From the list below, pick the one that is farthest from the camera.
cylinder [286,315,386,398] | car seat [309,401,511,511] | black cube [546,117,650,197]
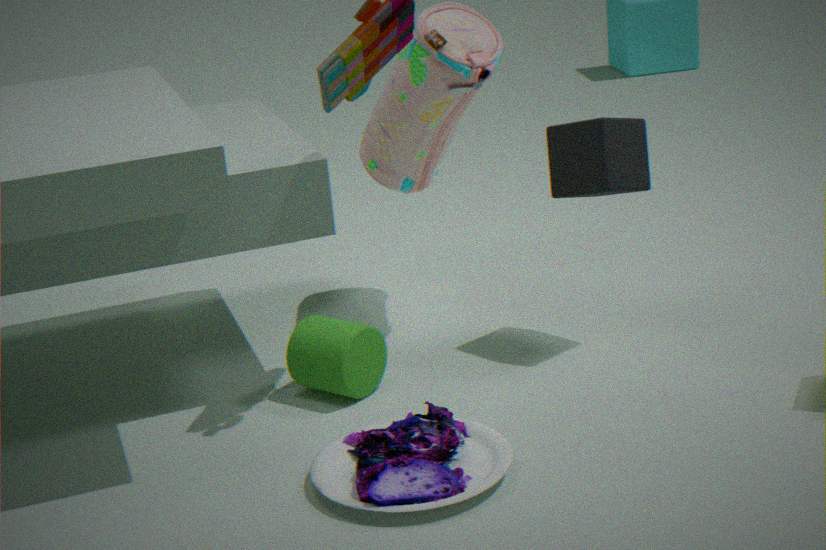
black cube [546,117,650,197]
